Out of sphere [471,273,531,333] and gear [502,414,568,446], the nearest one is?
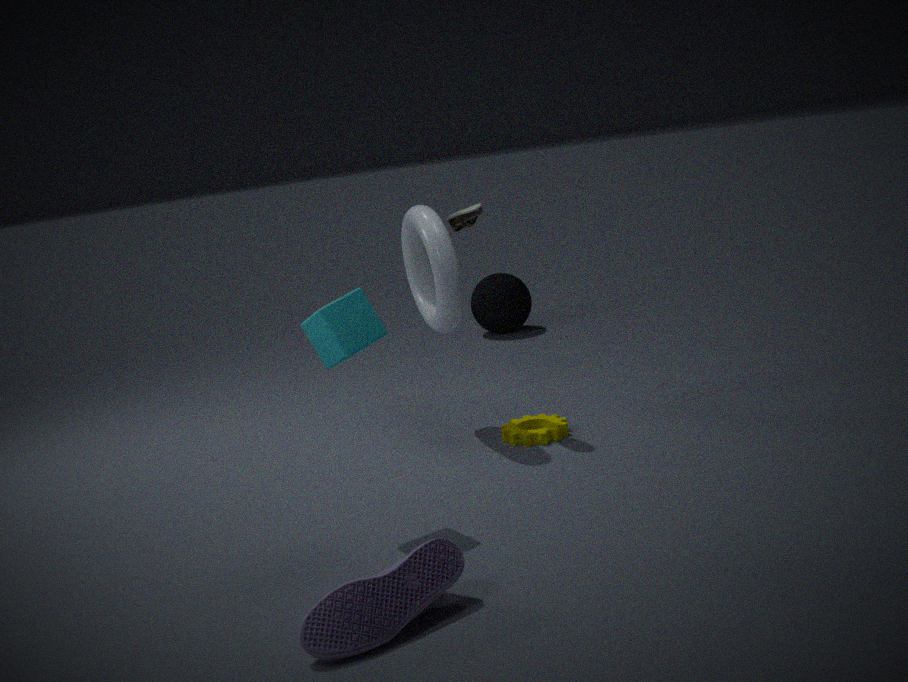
gear [502,414,568,446]
